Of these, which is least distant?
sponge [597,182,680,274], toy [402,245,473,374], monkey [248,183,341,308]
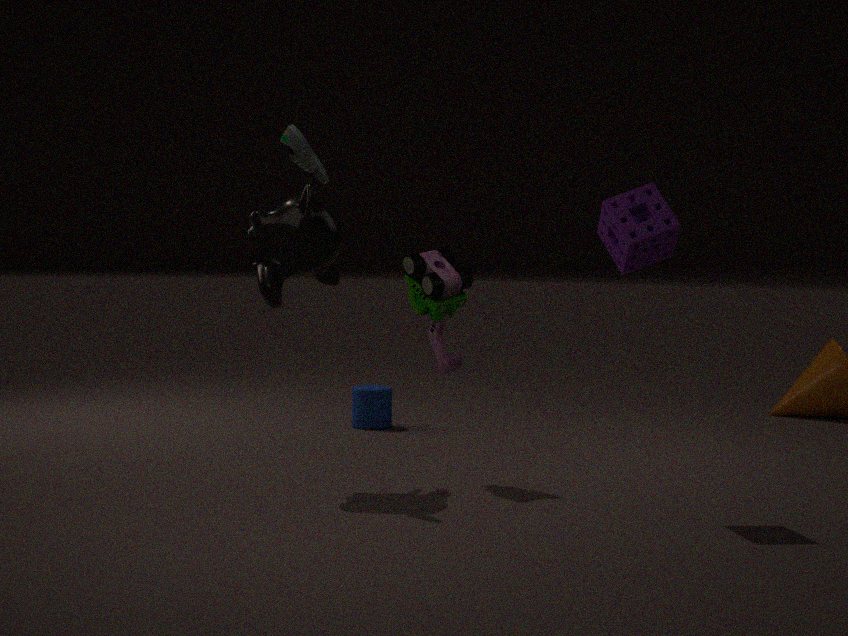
sponge [597,182,680,274]
